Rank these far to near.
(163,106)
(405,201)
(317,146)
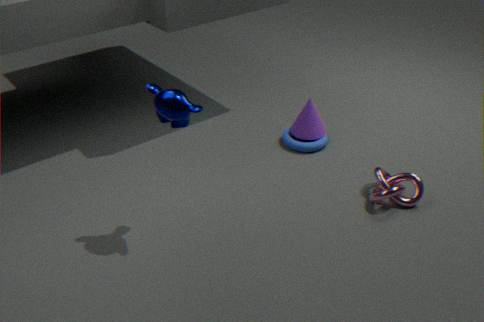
(317,146) < (405,201) < (163,106)
